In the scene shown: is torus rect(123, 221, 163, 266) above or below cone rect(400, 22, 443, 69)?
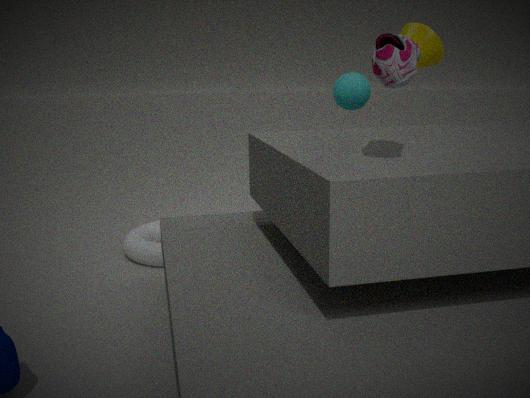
below
